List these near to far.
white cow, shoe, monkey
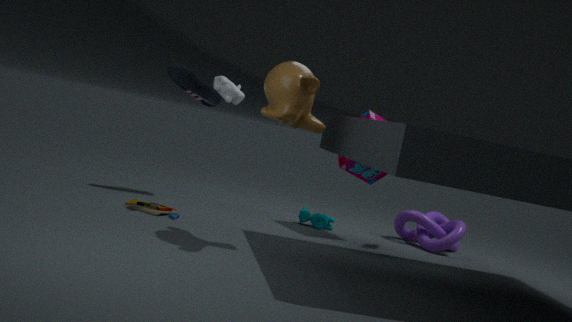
monkey, white cow, shoe
